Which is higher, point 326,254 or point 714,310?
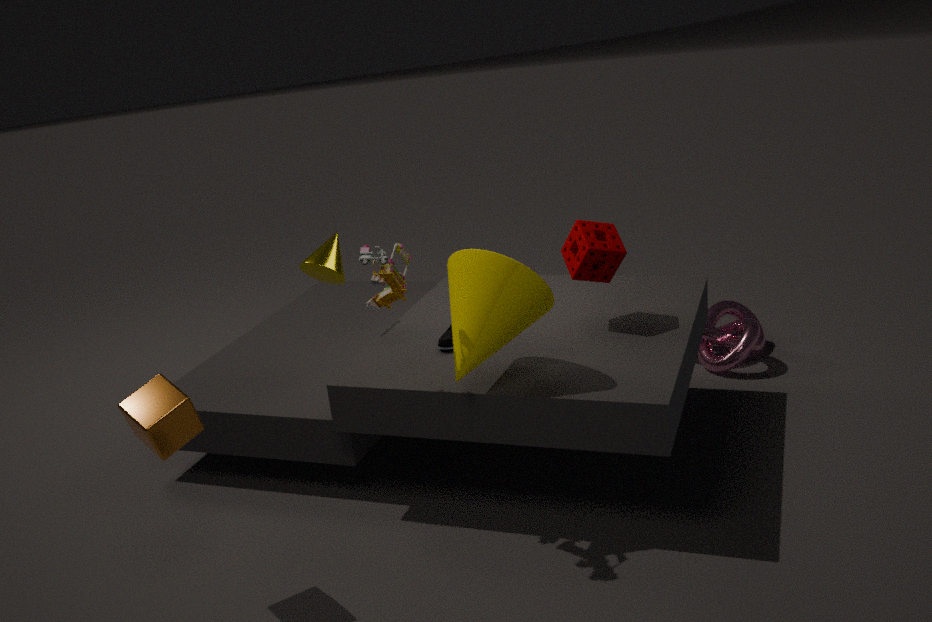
point 326,254
